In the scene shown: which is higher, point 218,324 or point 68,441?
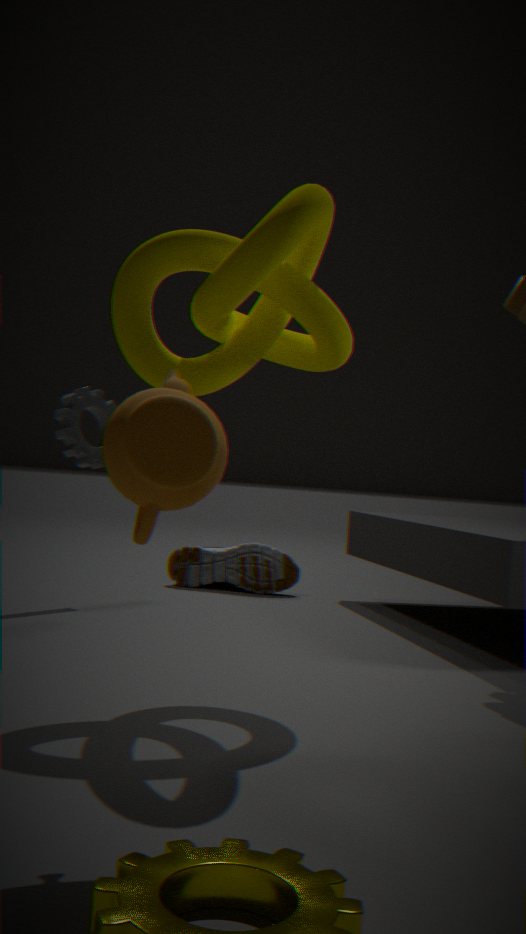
point 218,324
